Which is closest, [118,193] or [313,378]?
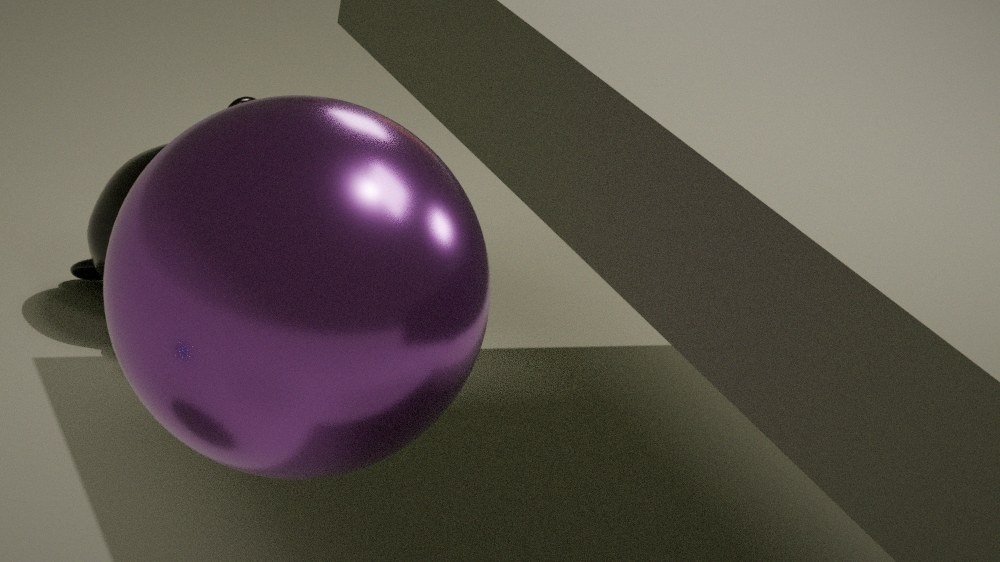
[313,378]
